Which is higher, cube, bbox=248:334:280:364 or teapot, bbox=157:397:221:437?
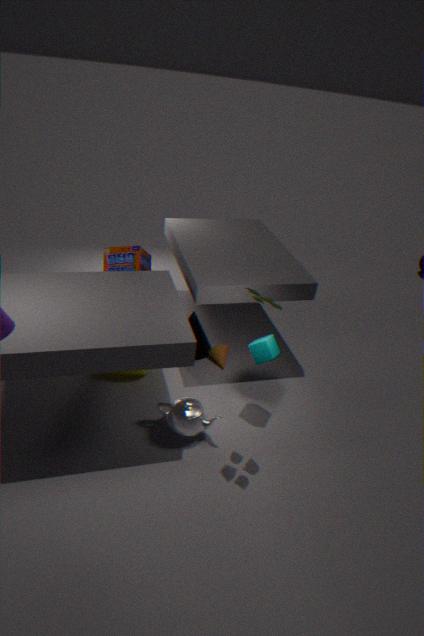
cube, bbox=248:334:280:364
